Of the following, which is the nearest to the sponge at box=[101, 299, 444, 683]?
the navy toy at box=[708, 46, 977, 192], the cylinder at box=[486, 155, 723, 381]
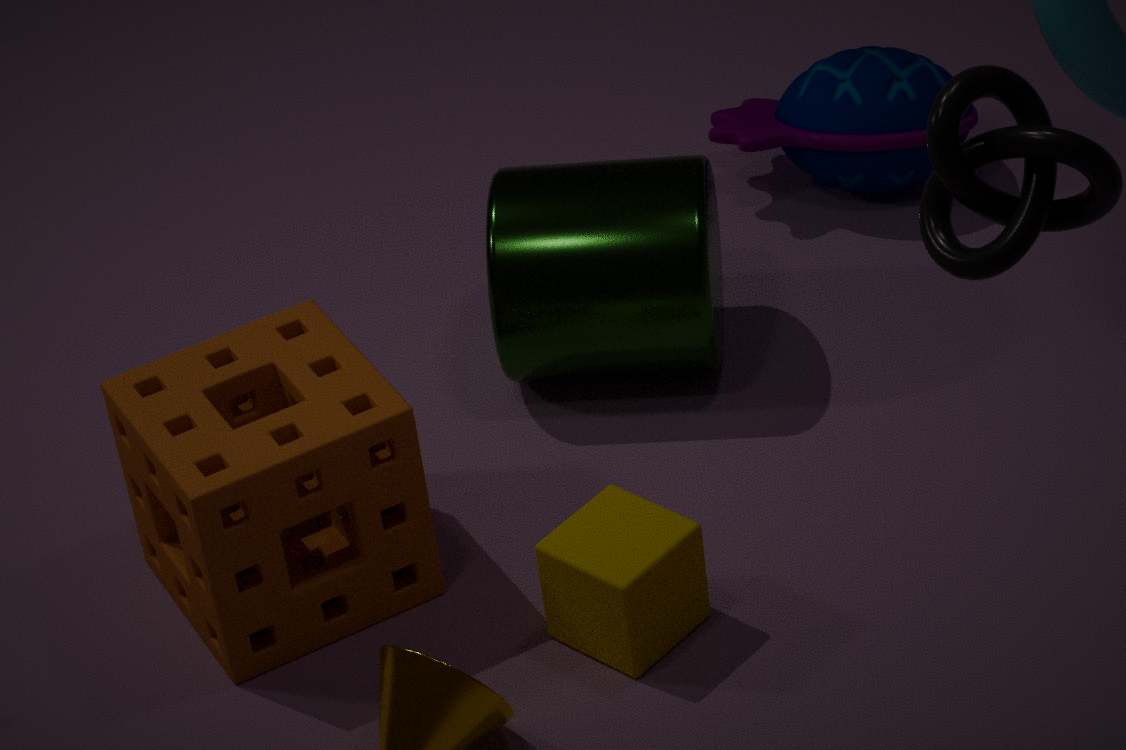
the cylinder at box=[486, 155, 723, 381]
